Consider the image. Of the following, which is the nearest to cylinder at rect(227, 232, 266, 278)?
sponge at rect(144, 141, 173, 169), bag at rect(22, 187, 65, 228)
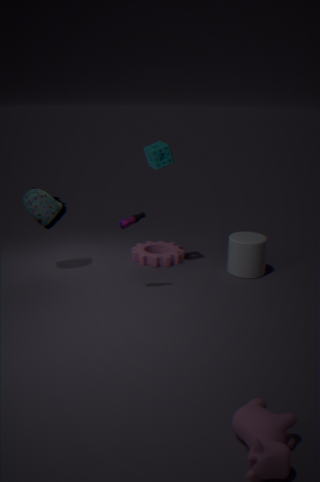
sponge at rect(144, 141, 173, 169)
